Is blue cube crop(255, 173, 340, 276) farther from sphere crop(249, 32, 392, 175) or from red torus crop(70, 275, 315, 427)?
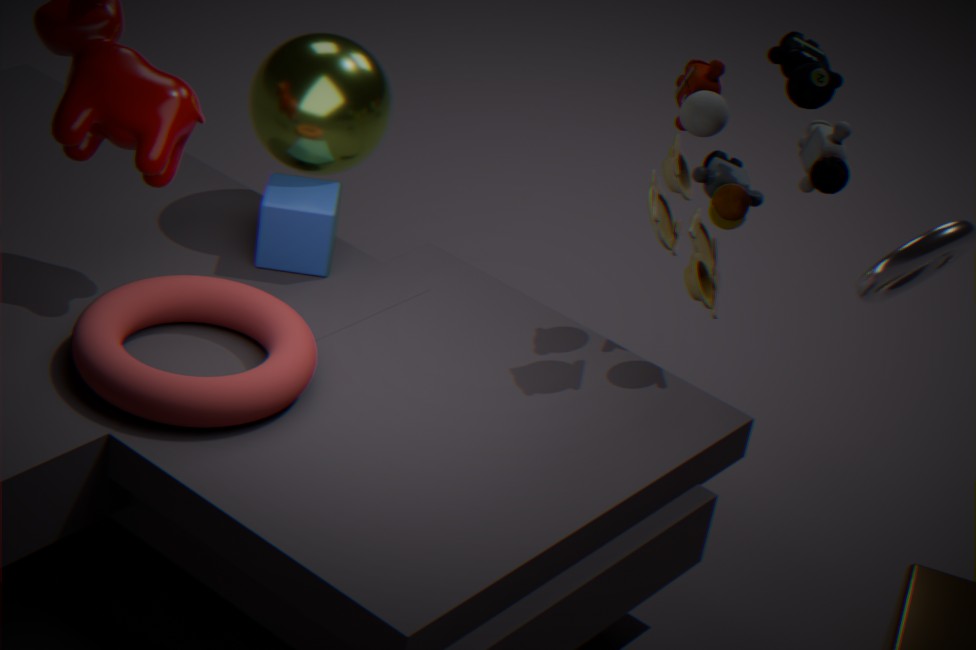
red torus crop(70, 275, 315, 427)
